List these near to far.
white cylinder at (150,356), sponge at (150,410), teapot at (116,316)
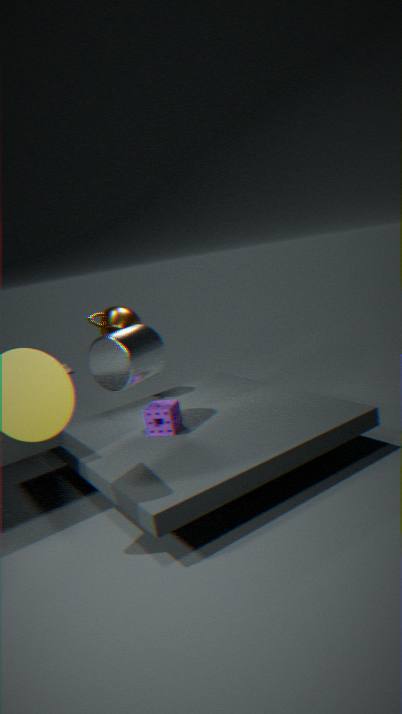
white cylinder at (150,356)
sponge at (150,410)
teapot at (116,316)
